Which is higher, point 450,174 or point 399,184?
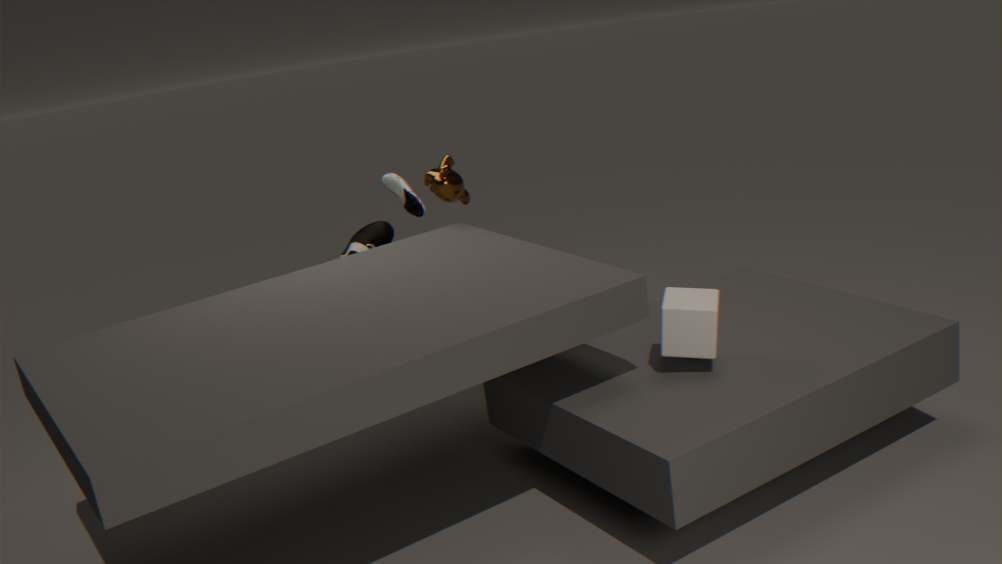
point 450,174
